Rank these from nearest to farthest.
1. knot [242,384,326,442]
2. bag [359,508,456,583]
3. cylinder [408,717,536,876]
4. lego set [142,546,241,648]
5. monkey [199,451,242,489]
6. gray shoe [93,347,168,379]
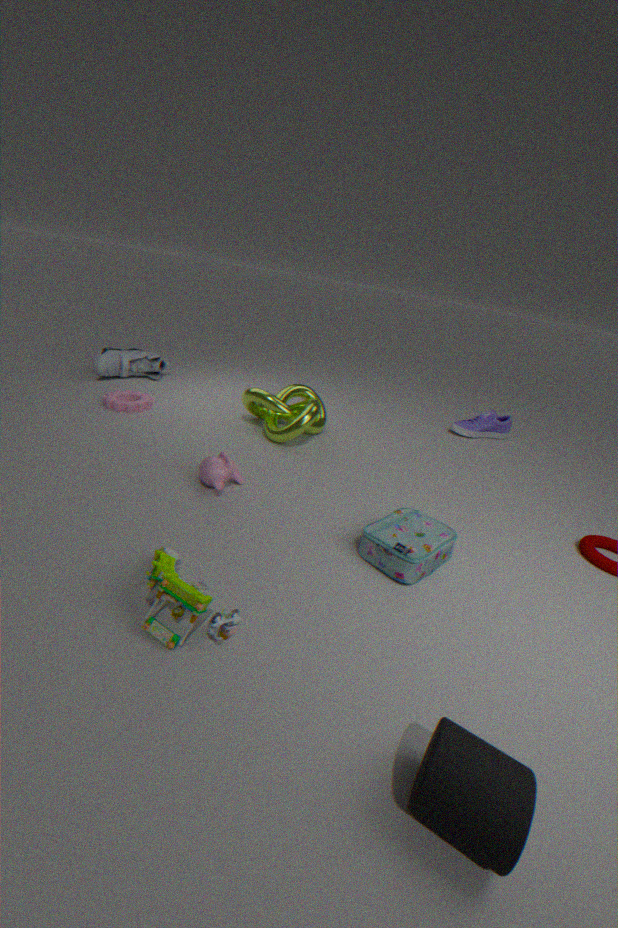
1. cylinder [408,717,536,876]
2. lego set [142,546,241,648]
3. bag [359,508,456,583]
4. monkey [199,451,242,489]
5. knot [242,384,326,442]
6. gray shoe [93,347,168,379]
